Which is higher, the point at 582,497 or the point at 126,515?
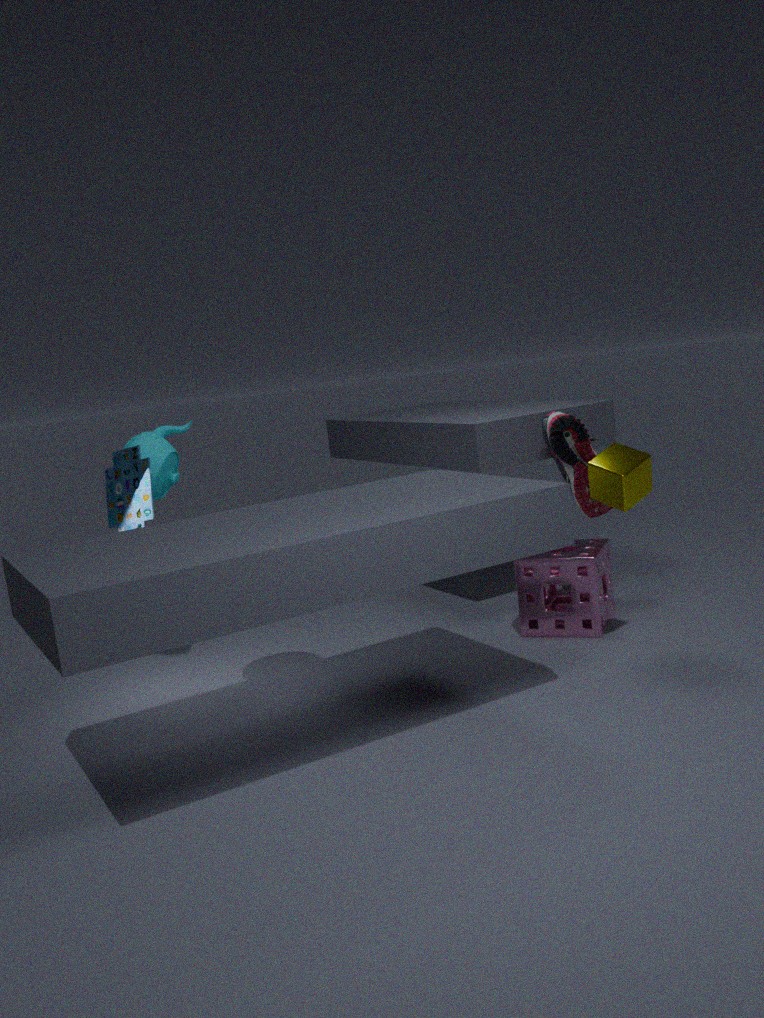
the point at 126,515
